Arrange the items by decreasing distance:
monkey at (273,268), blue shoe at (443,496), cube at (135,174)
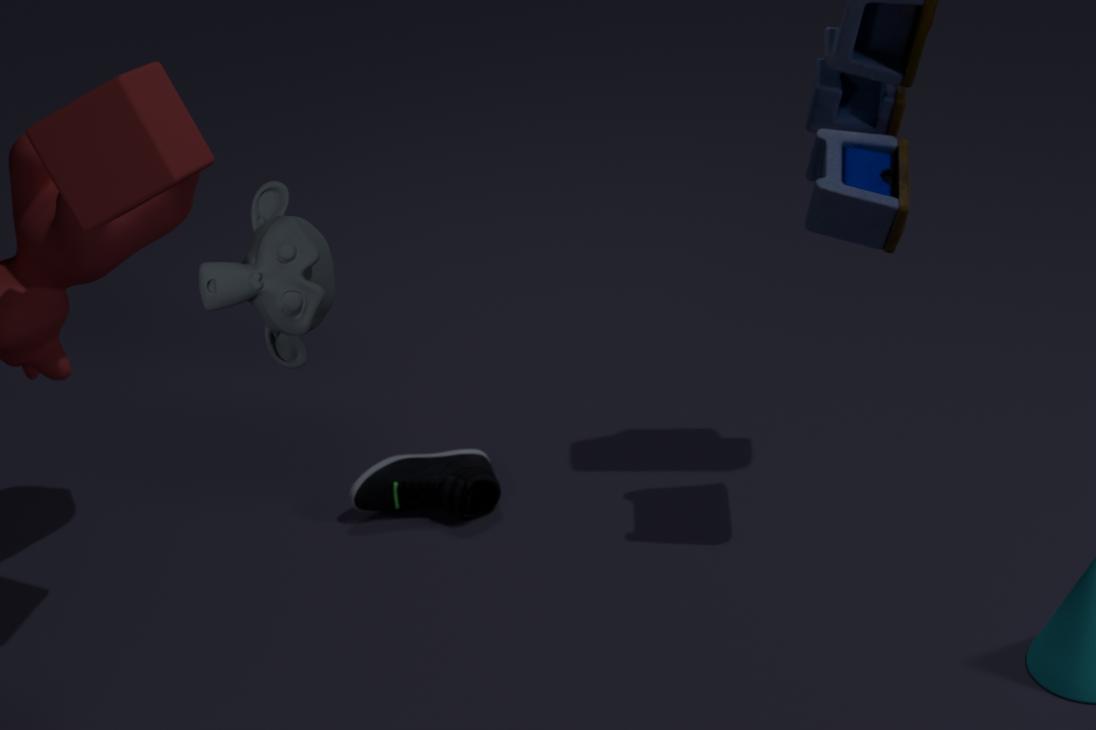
1. blue shoe at (443,496)
2. cube at (135,174)
3. monkey at (273,268)
